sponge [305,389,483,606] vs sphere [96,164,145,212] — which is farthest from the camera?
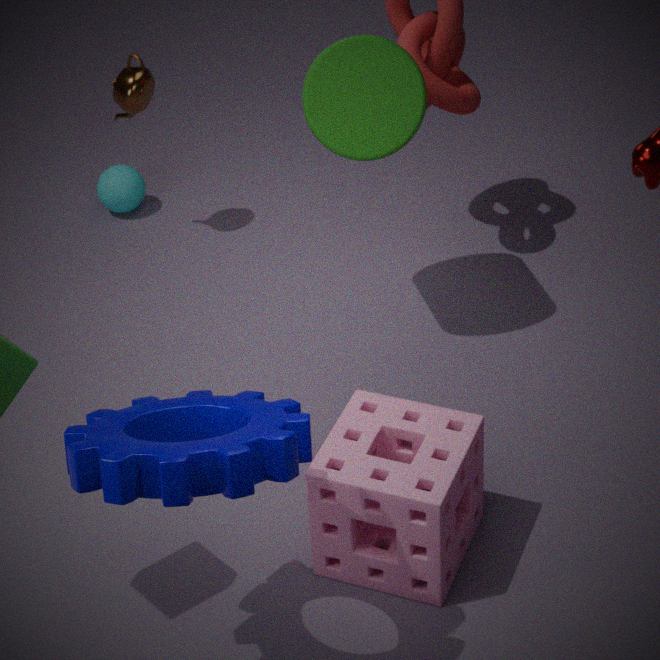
sphere [96,164,145,212]
